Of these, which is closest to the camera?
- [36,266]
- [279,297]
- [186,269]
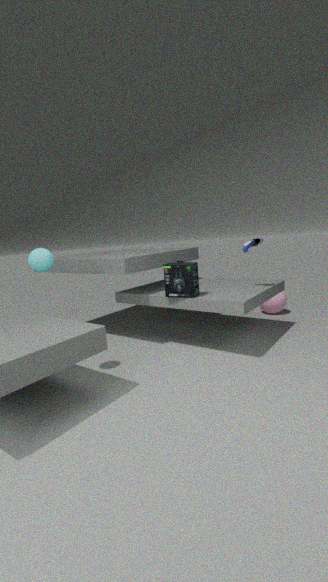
[36,266]
